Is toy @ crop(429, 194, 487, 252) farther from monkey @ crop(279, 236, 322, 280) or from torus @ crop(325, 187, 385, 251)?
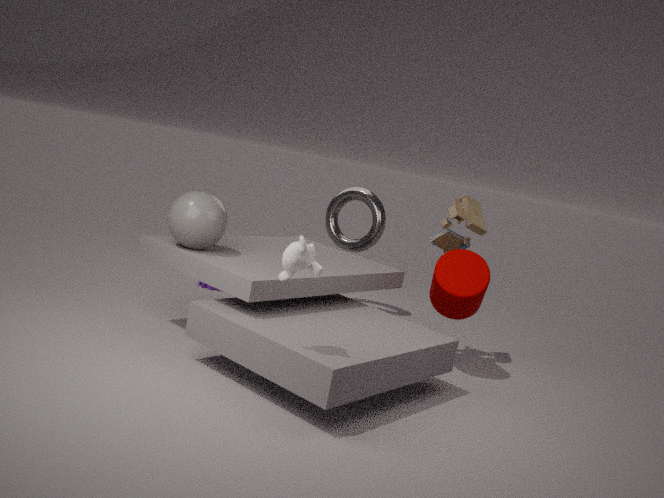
monkey @ crop(279, 236, 322, 280)
